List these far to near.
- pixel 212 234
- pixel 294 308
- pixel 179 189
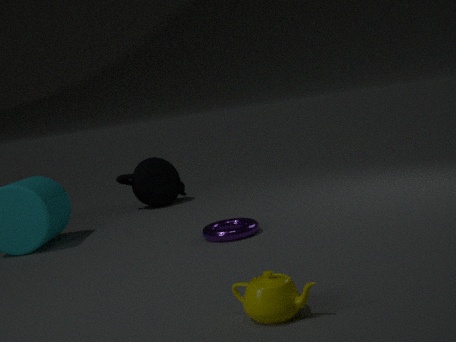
pixel 179 189, pixel 212 234, pixel 294 308
